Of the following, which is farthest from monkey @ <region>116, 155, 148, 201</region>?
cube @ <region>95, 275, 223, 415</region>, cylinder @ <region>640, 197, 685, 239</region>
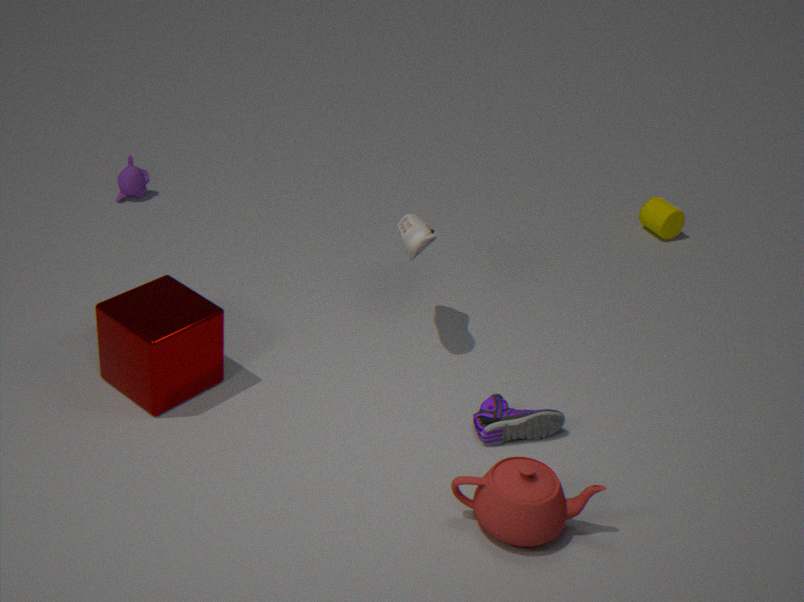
cylinder @ <region>640, 197, 685, 239</region>
